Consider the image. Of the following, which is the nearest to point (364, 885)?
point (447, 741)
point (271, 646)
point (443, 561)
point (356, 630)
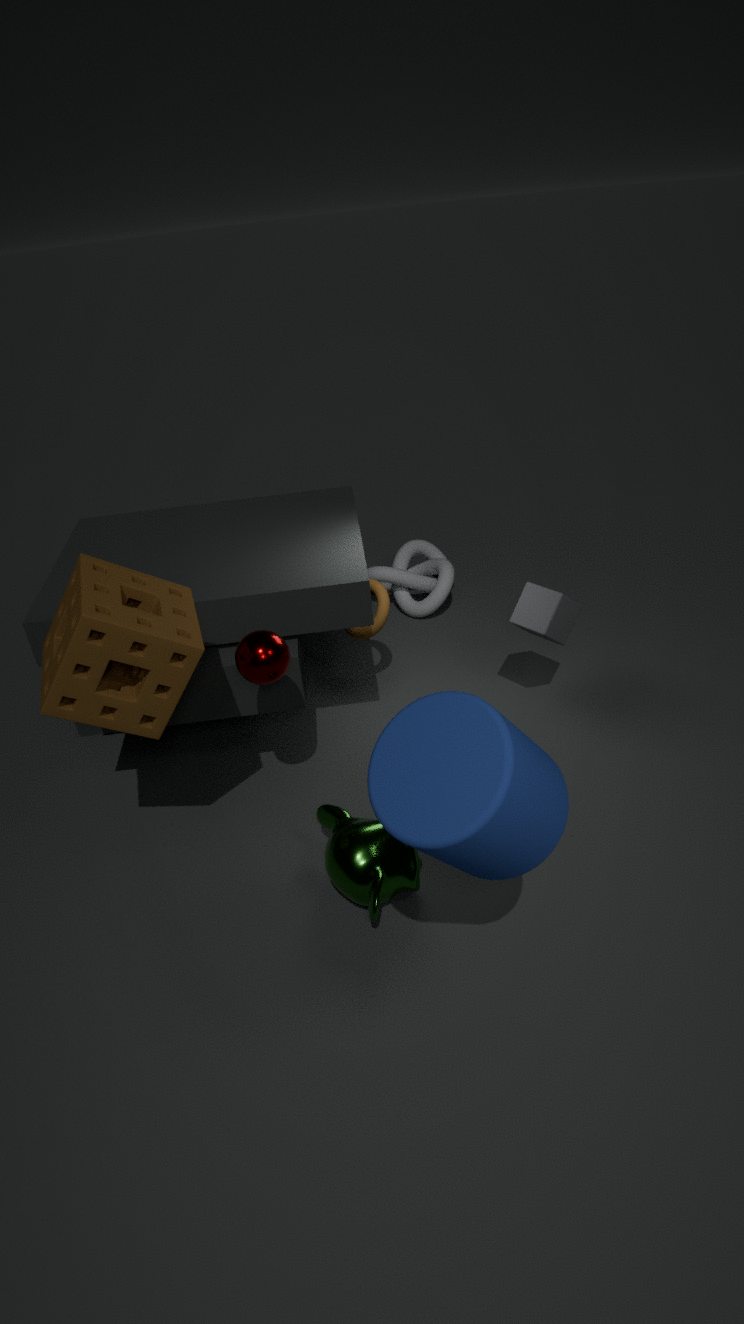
point (271, 646)
